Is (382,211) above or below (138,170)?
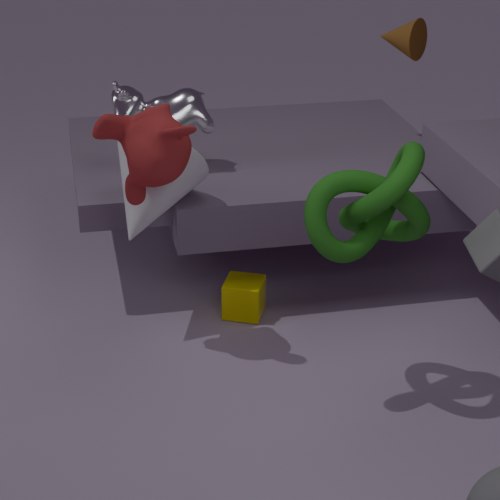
below
